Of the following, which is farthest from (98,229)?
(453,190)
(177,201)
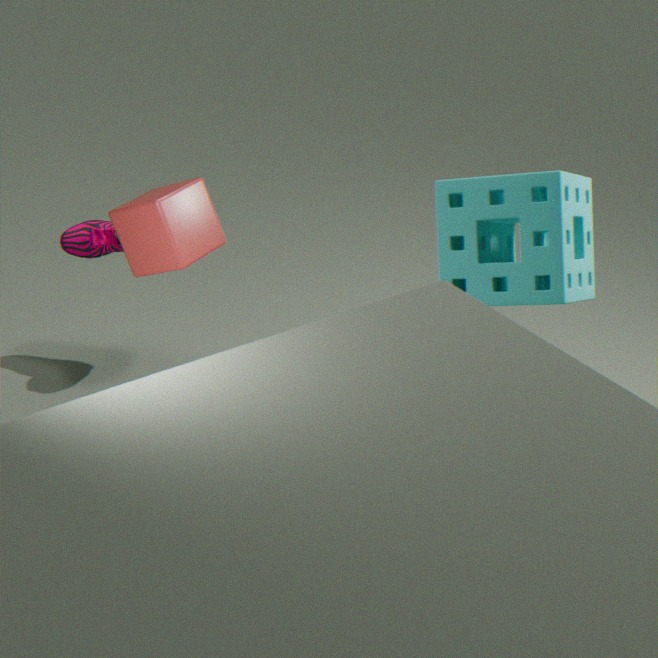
(453,190)
